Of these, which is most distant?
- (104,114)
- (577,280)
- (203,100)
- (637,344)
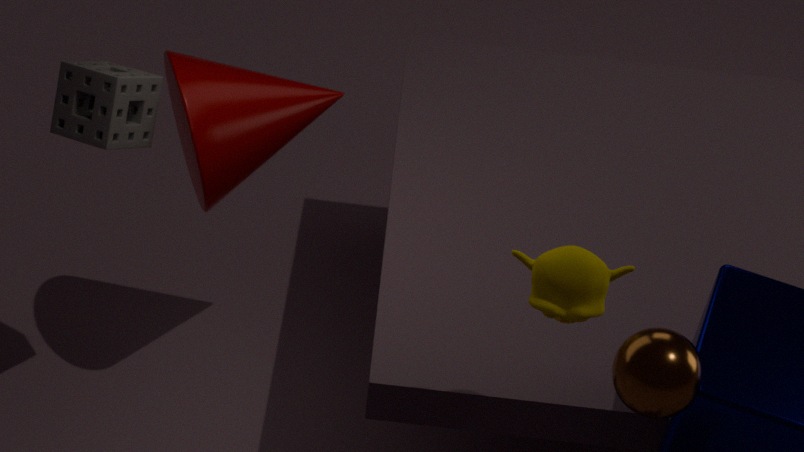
(203,100)
